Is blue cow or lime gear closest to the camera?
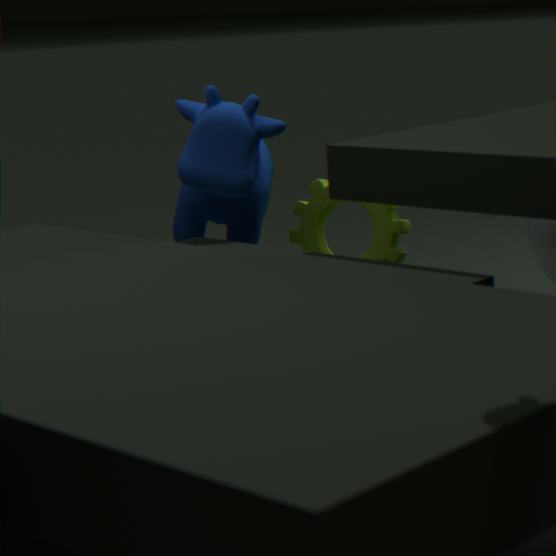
blue cow
